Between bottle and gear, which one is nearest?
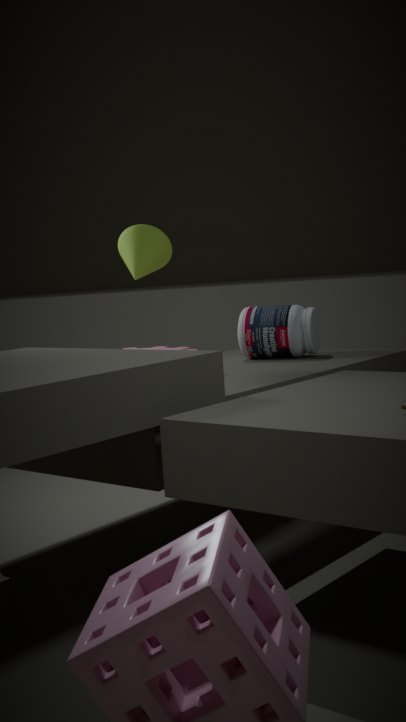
gear
